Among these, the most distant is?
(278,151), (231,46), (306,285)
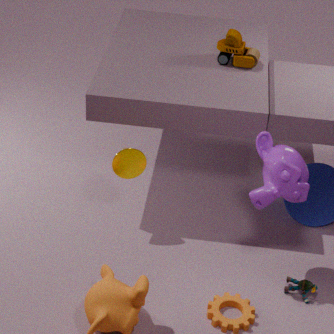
(231,46)
